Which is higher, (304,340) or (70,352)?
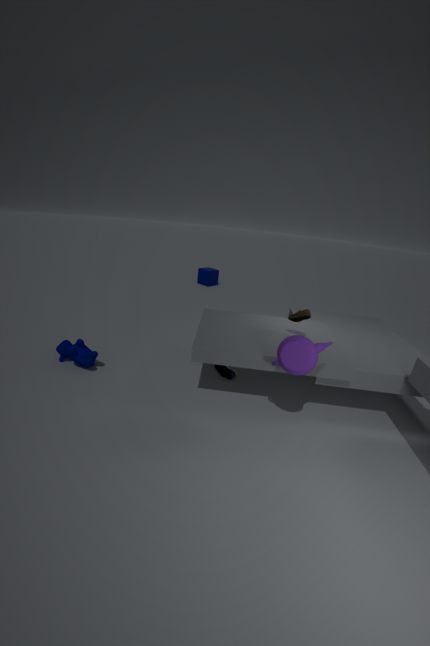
(304,340)
